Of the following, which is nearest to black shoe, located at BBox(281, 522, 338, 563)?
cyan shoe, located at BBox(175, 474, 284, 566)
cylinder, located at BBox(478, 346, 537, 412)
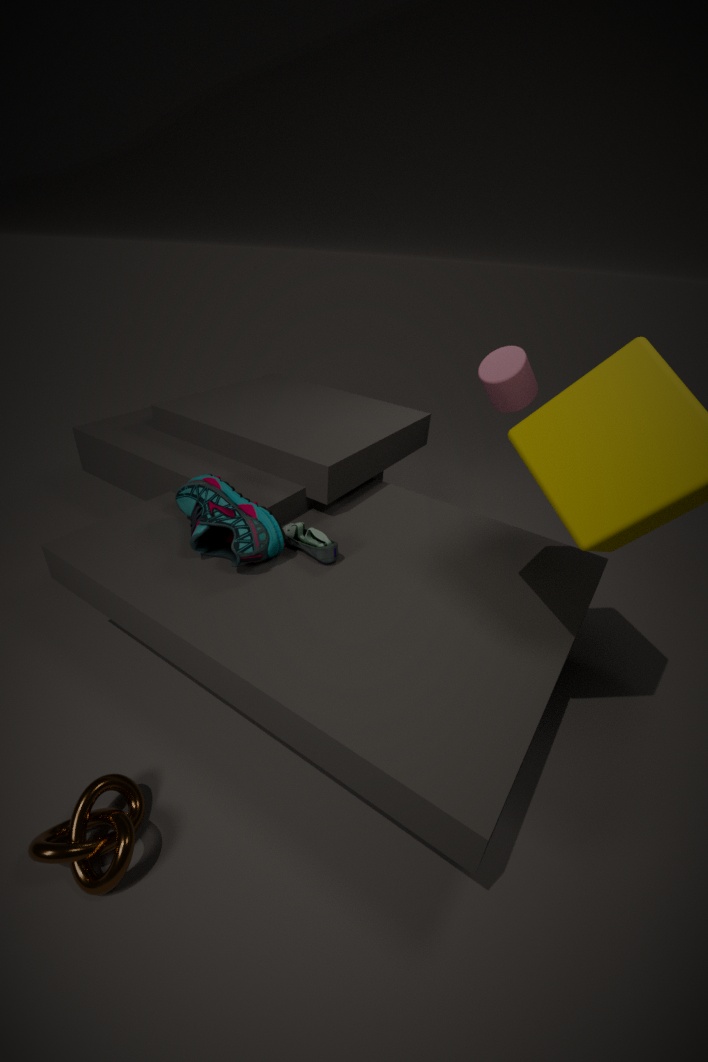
cyan shoe, located at BBox(175, 474, 284, 566)
